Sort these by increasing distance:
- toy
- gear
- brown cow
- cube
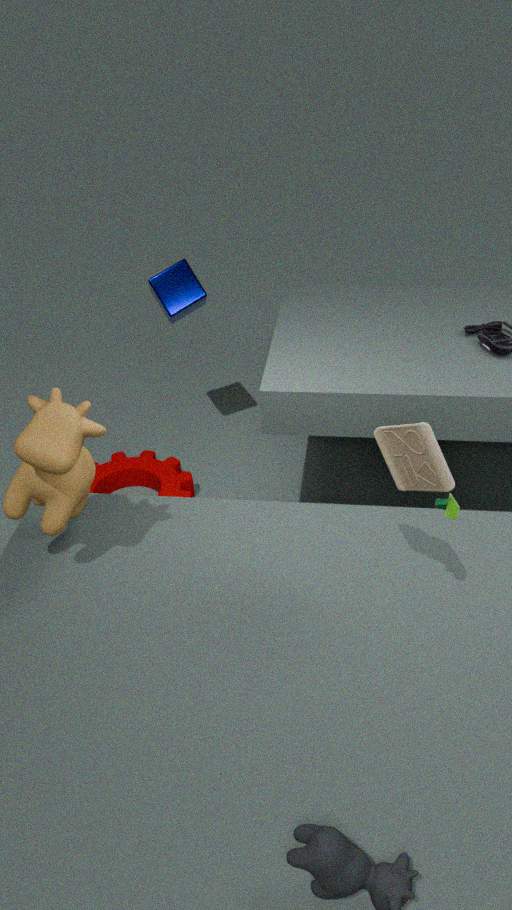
1. toy
2. brown cow
3. cube
4. gear
